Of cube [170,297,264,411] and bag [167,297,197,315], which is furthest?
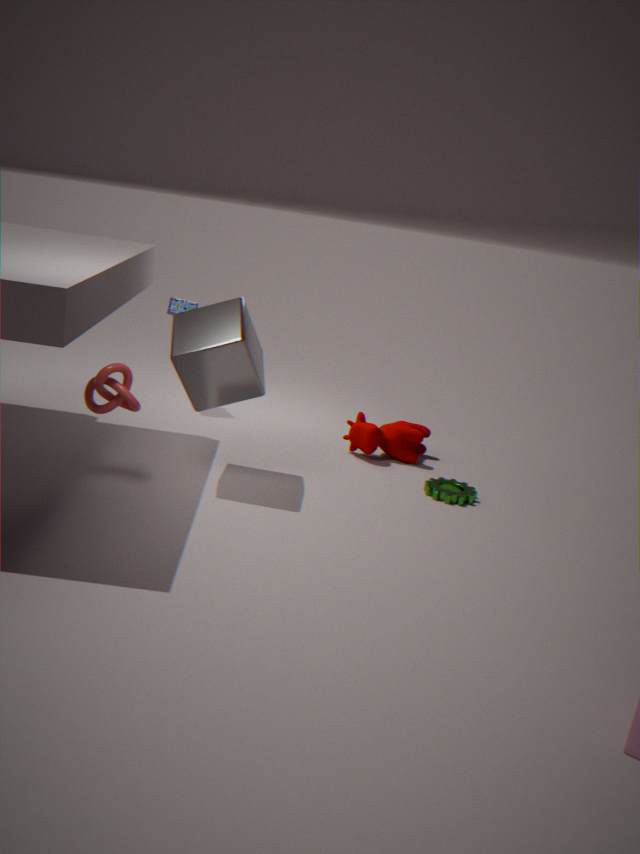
bag [167,297,197,315]
